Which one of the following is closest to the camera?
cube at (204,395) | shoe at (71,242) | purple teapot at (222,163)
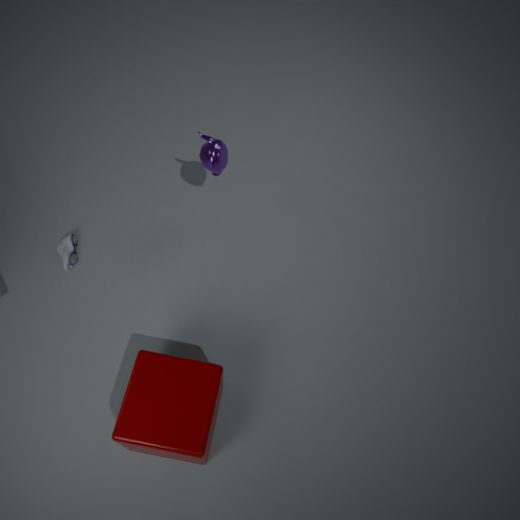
cube at (204,395)
